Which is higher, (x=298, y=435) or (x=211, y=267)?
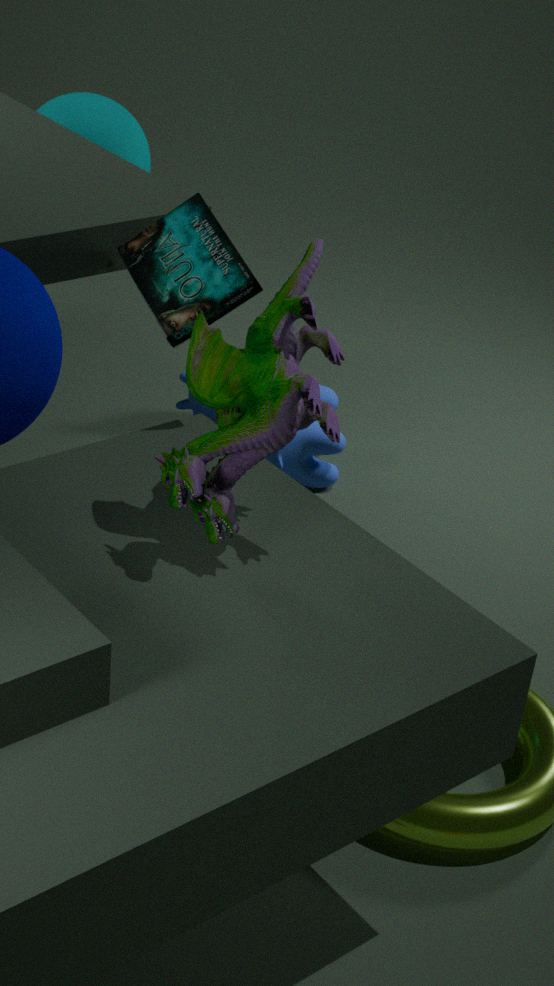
(x=211, y=267)
